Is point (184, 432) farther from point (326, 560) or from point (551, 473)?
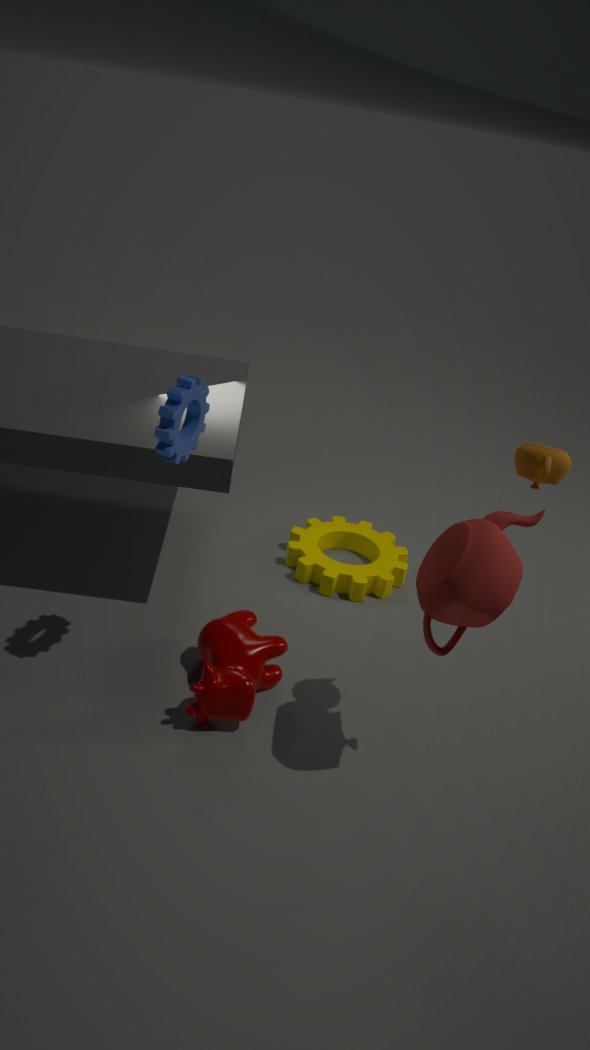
point (326, 560)
